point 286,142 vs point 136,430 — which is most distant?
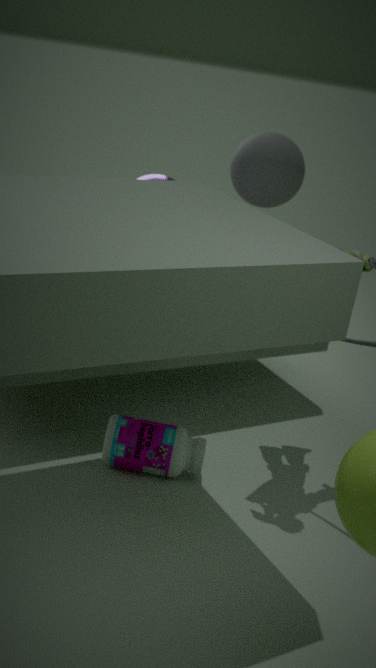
point 286,142
